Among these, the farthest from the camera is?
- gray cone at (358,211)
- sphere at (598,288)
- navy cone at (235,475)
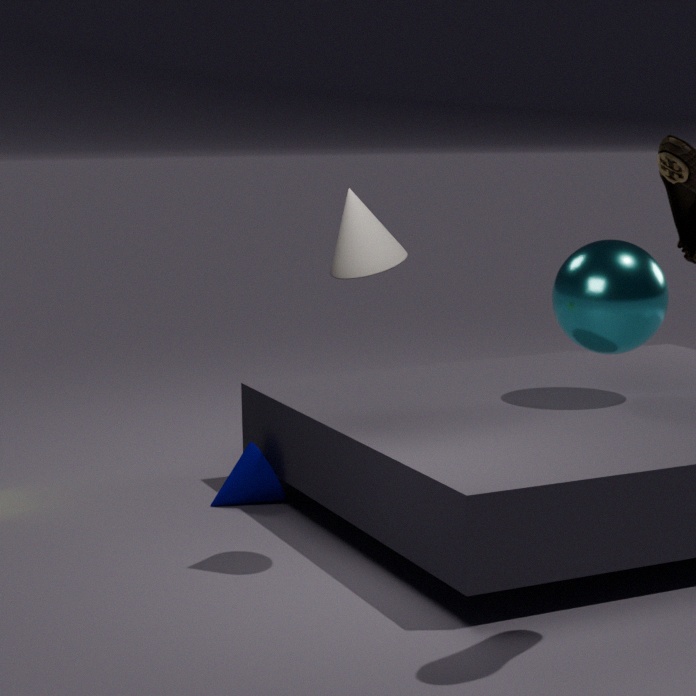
navy cone at (235,475)
